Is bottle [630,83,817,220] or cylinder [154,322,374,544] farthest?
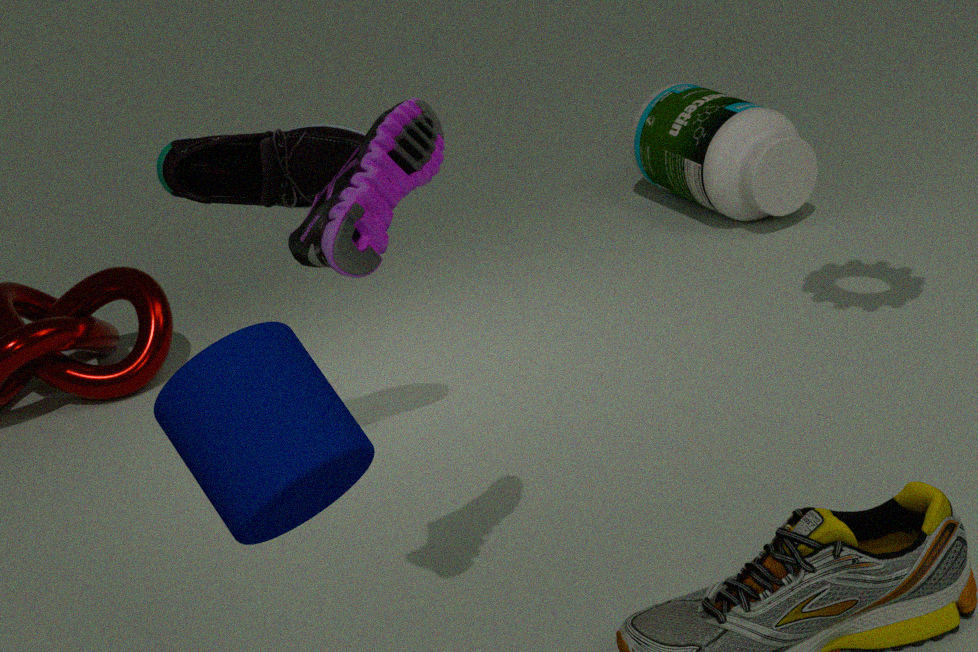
bottle [630,83,817,220]
